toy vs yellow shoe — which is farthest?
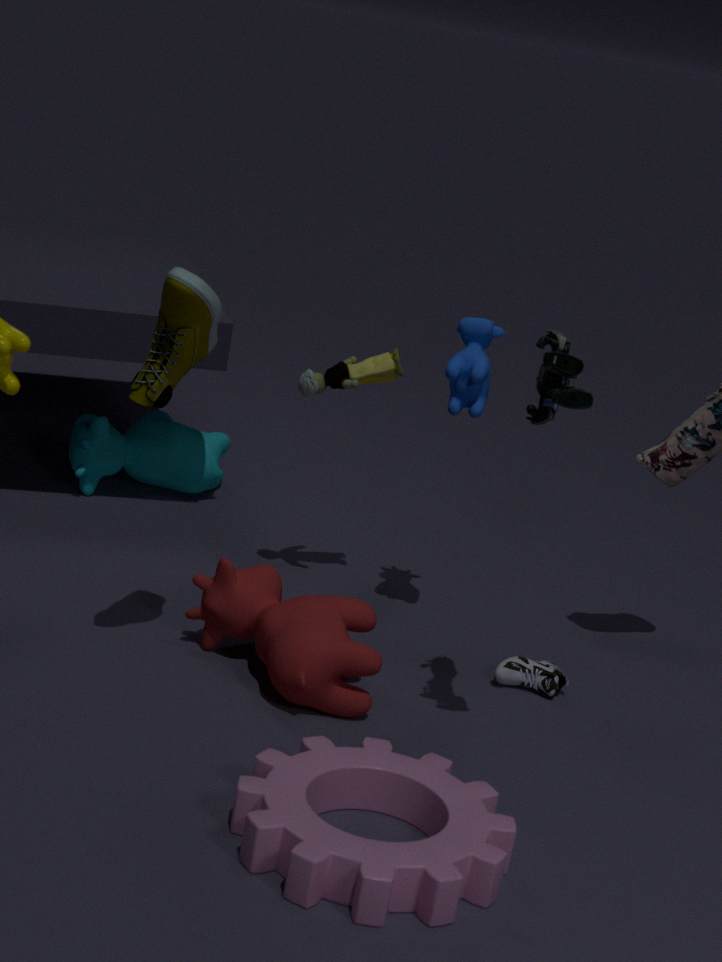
toy
